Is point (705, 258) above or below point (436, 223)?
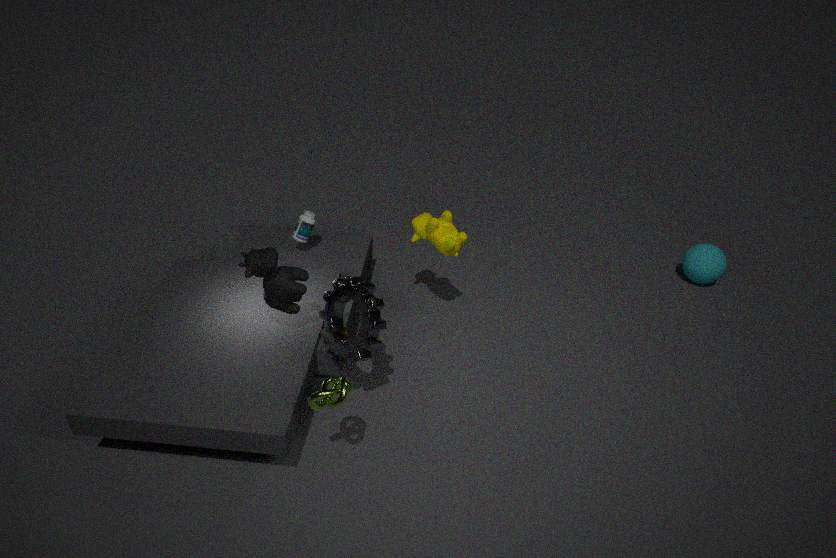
below
